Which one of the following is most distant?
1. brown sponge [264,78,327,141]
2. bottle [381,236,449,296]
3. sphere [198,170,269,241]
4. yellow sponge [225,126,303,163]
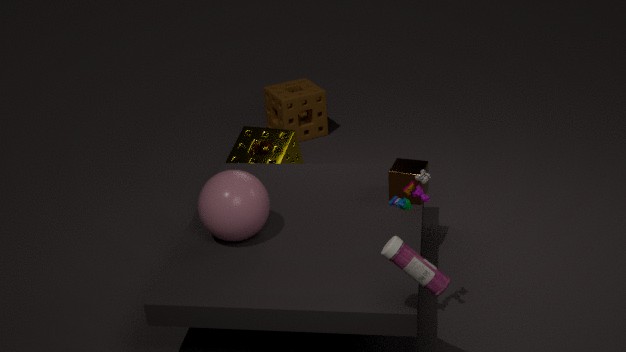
brown sponge [264,78,327,141]
